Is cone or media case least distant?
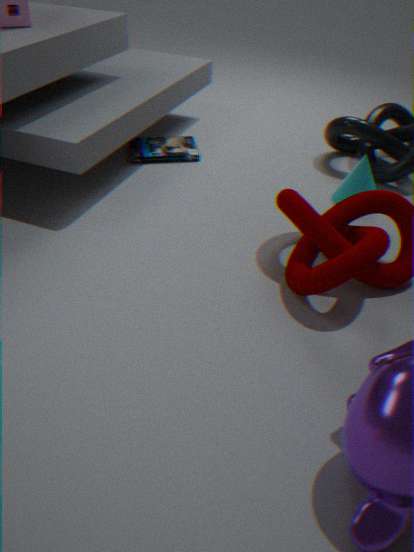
cone
